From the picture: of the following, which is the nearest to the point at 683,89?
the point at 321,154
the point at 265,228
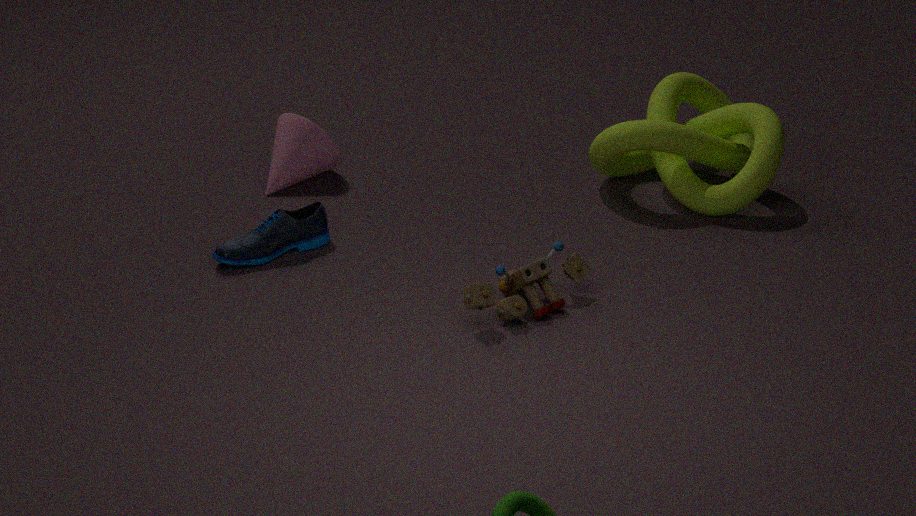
the point at 321,154
